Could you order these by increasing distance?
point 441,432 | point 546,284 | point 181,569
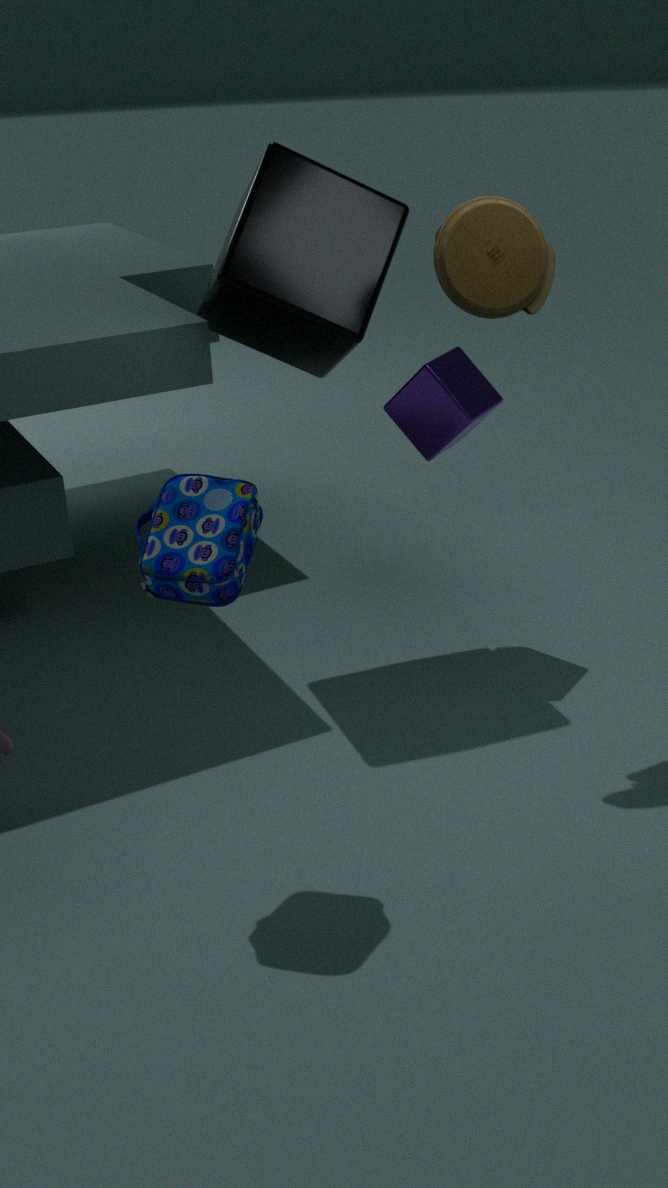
point 181,569
point 546,284
point 441,432
